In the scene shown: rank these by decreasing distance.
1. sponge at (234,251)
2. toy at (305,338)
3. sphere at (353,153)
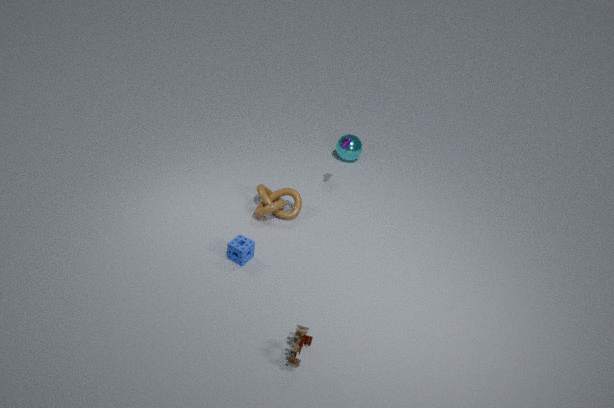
sphere at (353,153)
sponge at (234,251)
toy at (305,338)
